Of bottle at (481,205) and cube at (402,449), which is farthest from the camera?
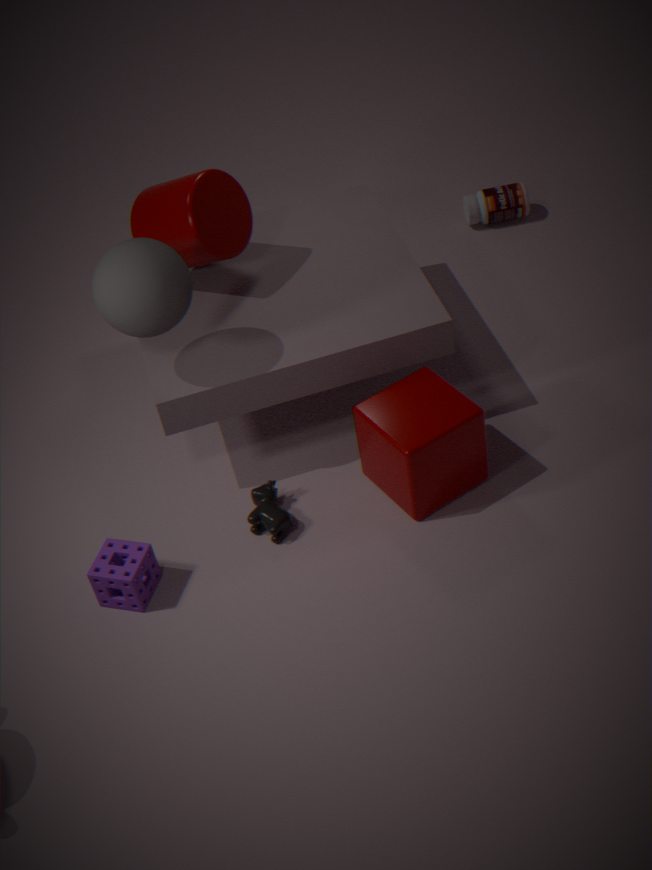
bottle at (481,205)
